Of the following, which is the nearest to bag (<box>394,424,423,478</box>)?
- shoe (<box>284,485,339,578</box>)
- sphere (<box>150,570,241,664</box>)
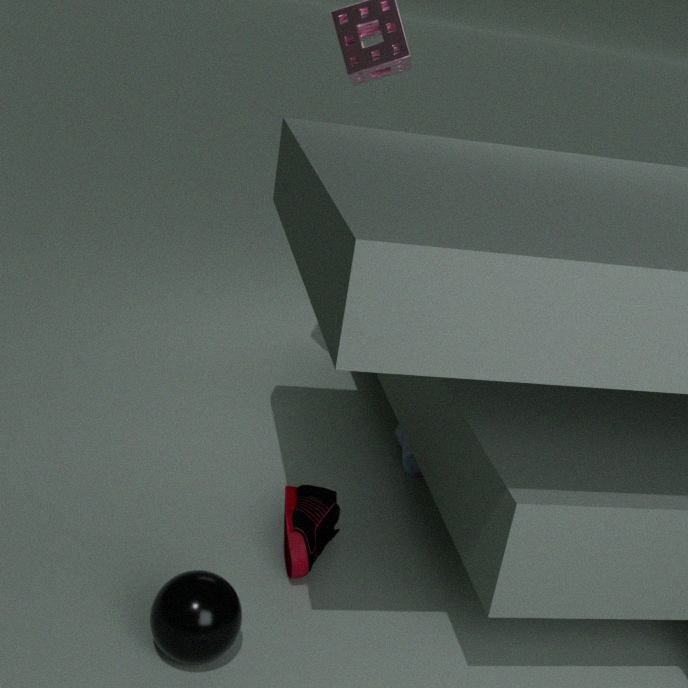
shoe (<box>284,485,339,578</box>)
